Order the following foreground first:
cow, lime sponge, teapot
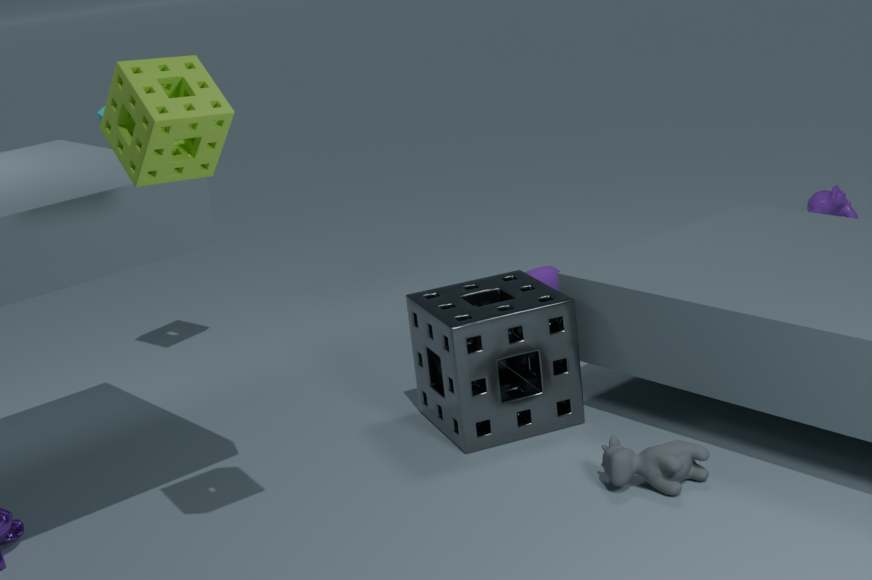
lime sponge → cow → teapot
